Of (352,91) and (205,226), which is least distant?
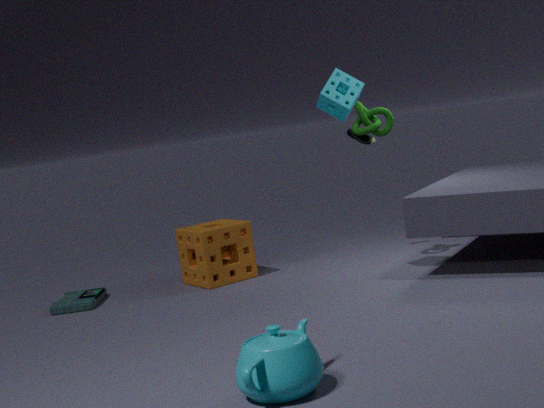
(352,91)
